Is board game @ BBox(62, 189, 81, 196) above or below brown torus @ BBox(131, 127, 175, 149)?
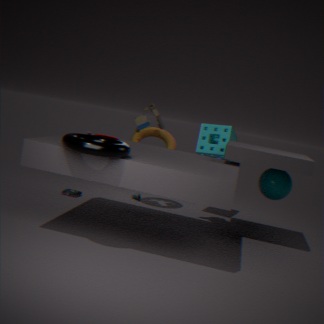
below
